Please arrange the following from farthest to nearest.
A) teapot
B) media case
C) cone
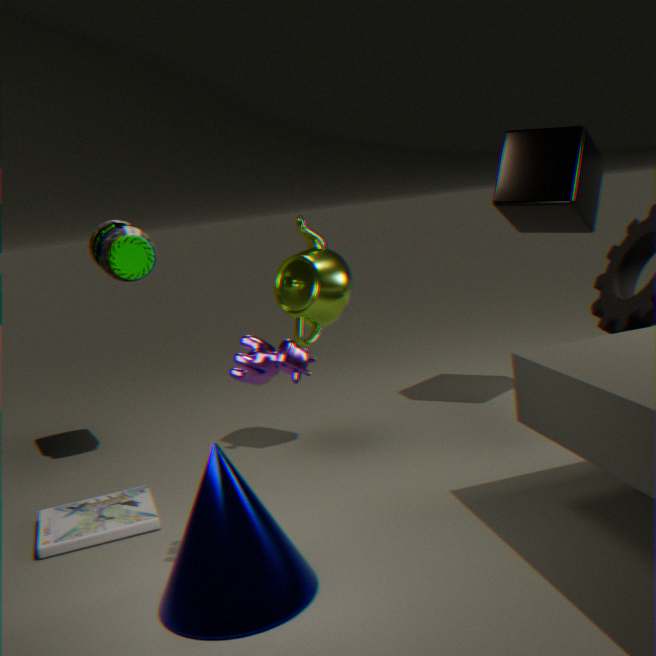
teapot → media case → cone
